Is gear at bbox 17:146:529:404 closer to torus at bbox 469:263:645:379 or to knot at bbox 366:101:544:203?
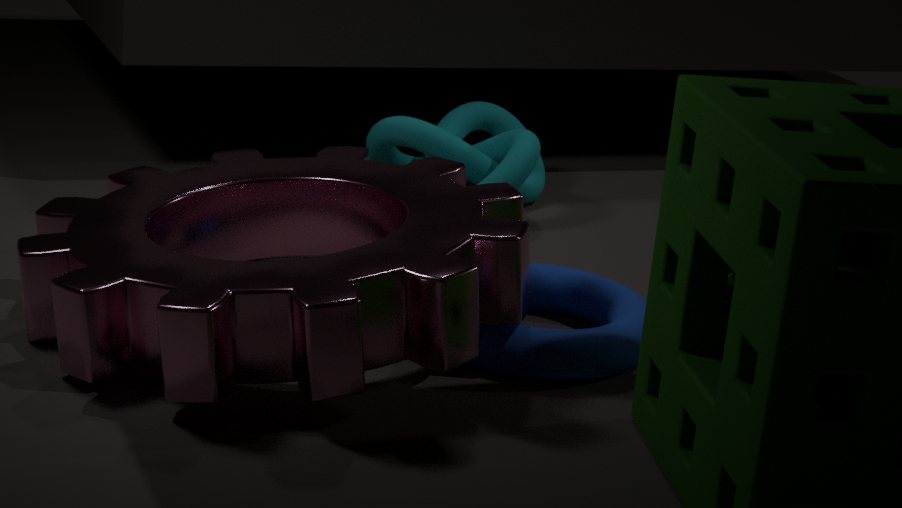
torus at bbox 469:263:645:379
